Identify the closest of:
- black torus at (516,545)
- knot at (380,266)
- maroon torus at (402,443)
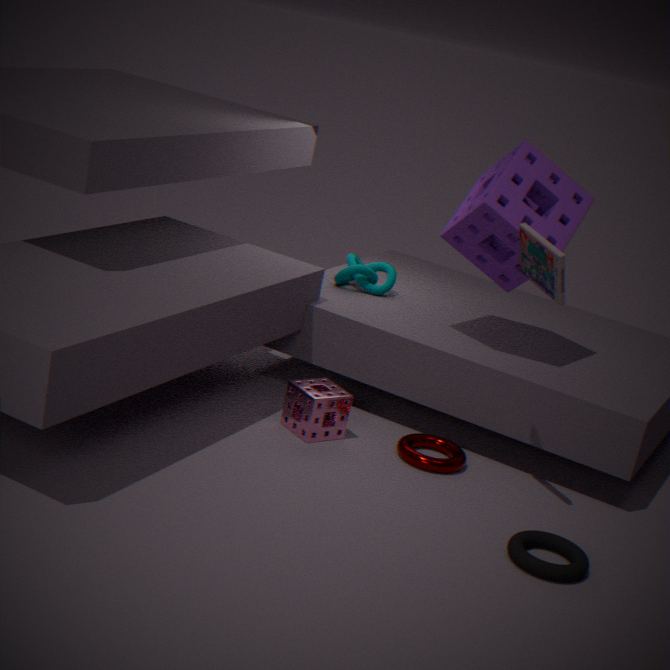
black torus at (516,545)
